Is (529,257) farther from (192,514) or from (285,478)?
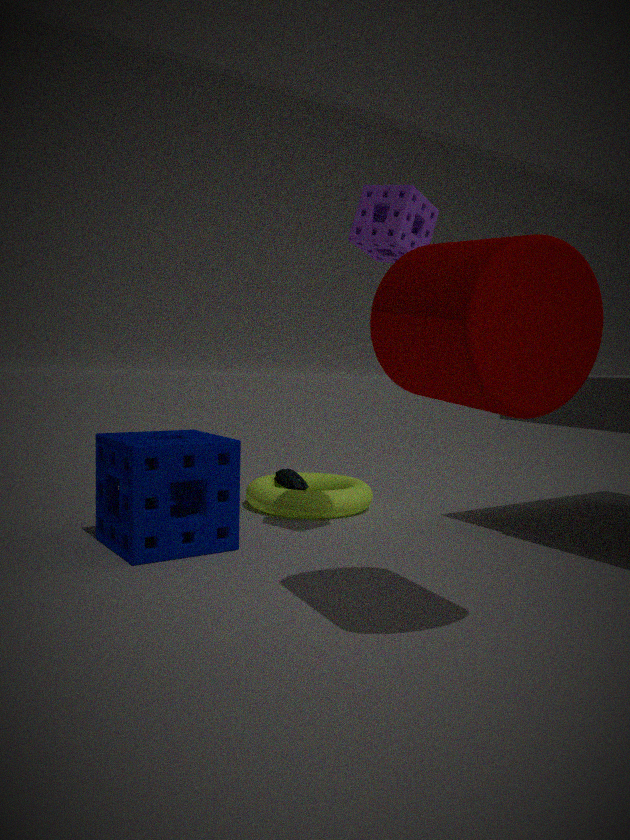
(285,478)
